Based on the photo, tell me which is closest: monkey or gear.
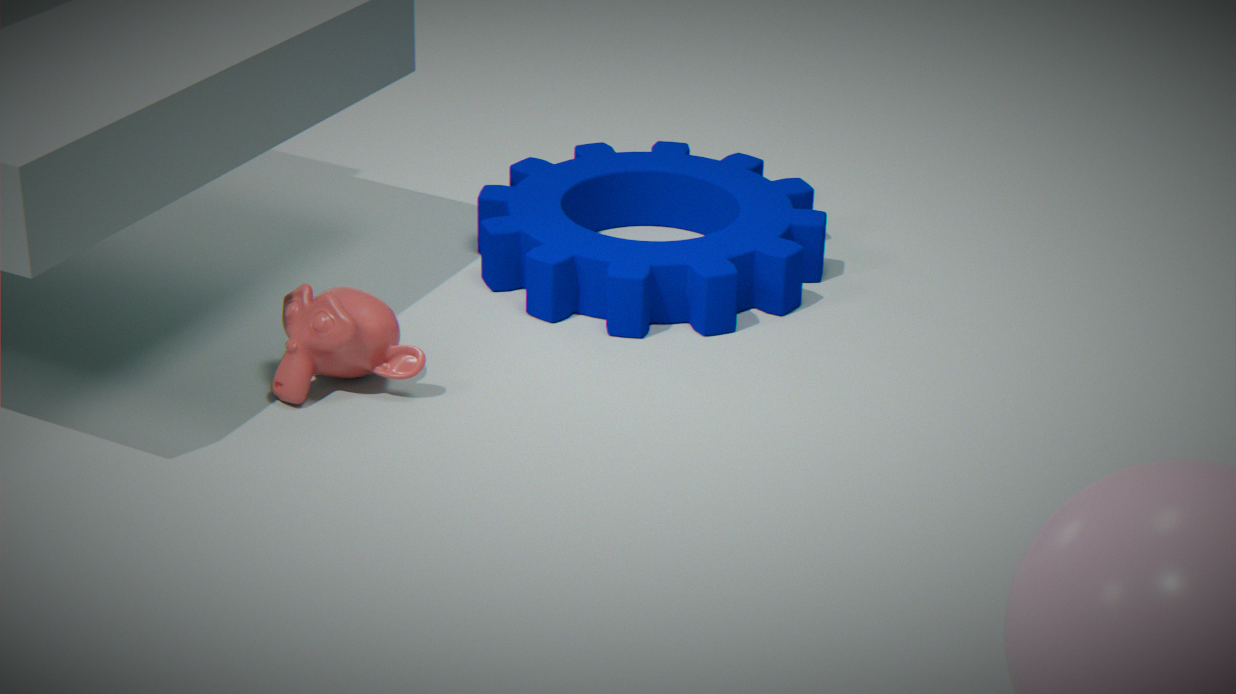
monkey
